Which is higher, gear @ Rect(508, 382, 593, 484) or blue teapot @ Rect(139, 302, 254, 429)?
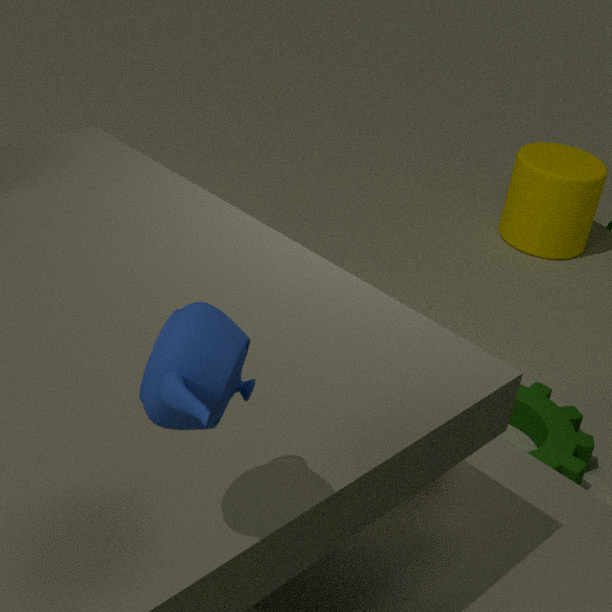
blue teapot @ Rect(139, 302, 254, 429)
